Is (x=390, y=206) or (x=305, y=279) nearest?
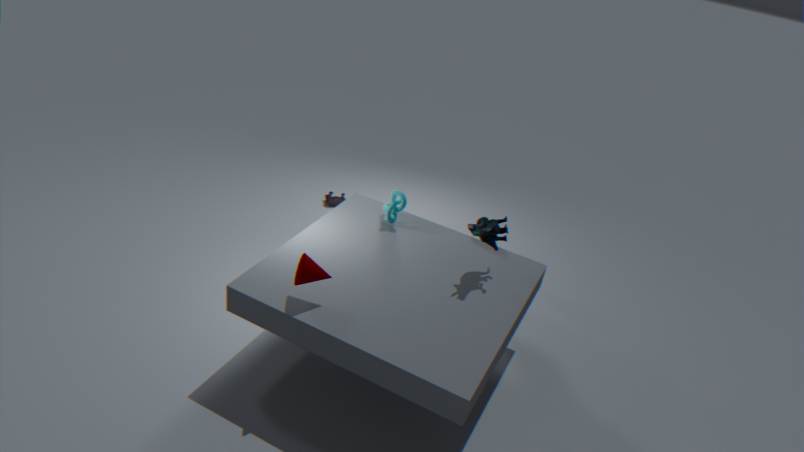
(x=305, y=279)
